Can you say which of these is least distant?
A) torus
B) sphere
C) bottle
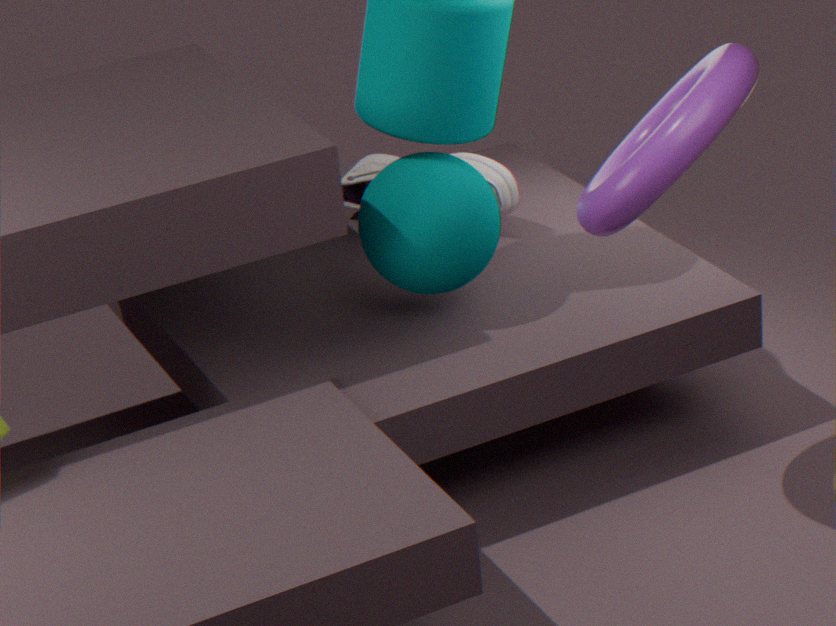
torus
